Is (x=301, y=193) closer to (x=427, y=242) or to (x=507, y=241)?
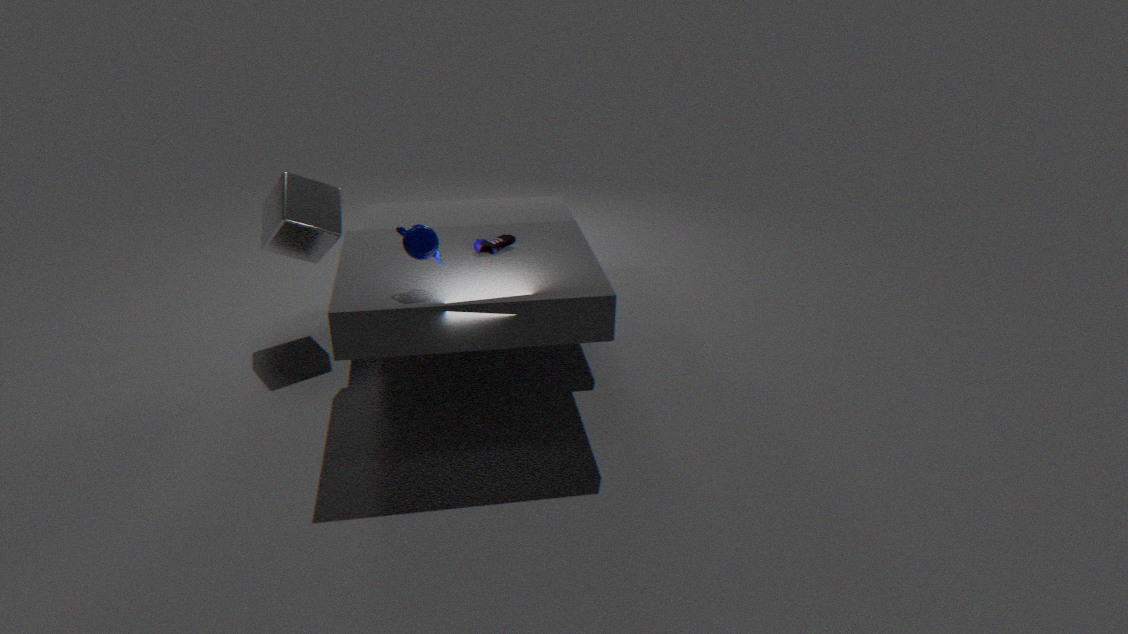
(x=507, y=241)
